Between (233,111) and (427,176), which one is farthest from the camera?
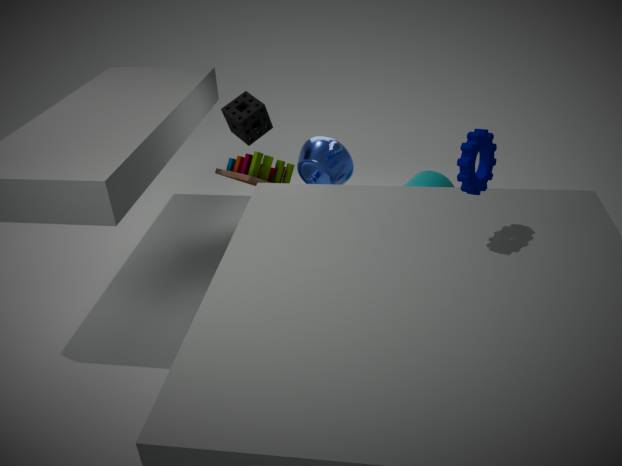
(427,176)
